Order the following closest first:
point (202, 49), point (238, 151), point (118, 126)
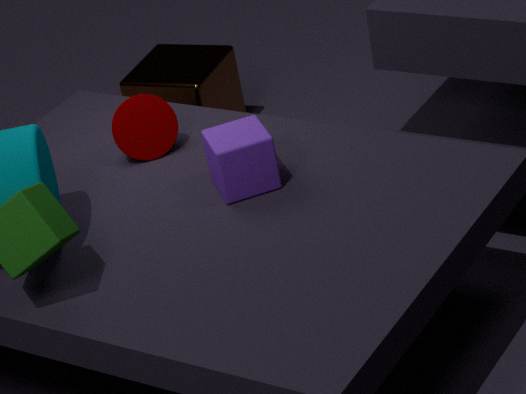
point (238, 151) < point (118, 126) < point (202, 49)
